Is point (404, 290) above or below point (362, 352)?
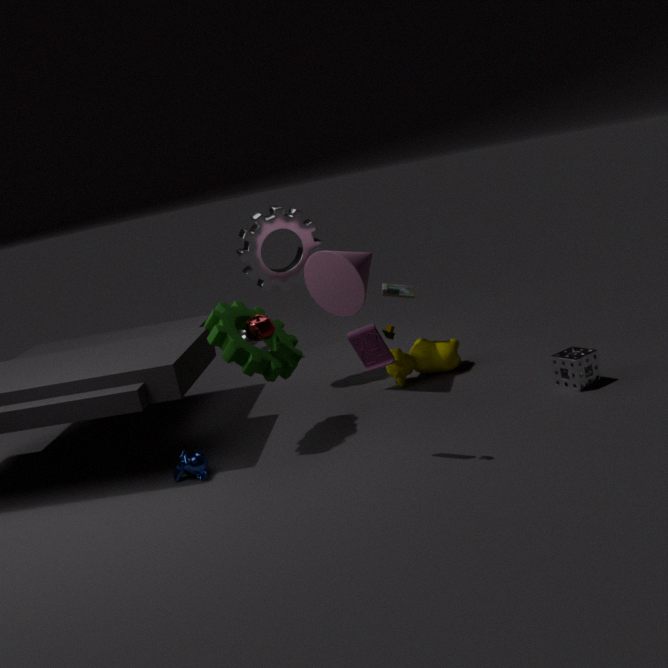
below
